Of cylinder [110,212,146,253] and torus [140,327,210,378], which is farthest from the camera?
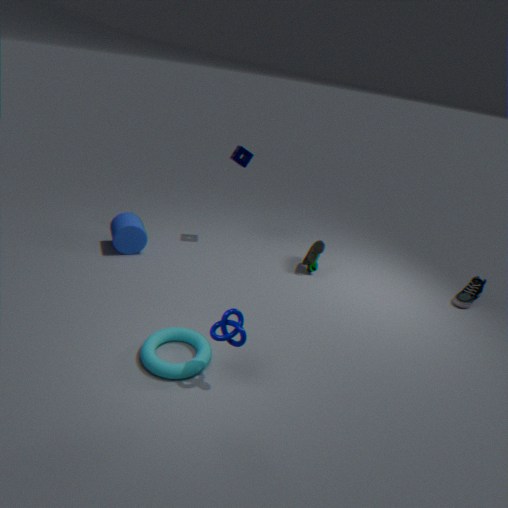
cylinder [110,212,146,253]
